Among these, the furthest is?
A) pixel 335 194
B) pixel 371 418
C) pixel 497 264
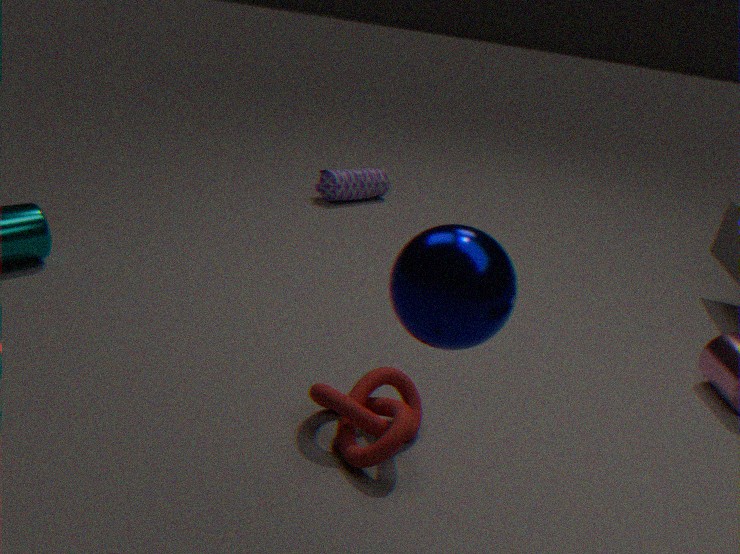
pixel 335 194
